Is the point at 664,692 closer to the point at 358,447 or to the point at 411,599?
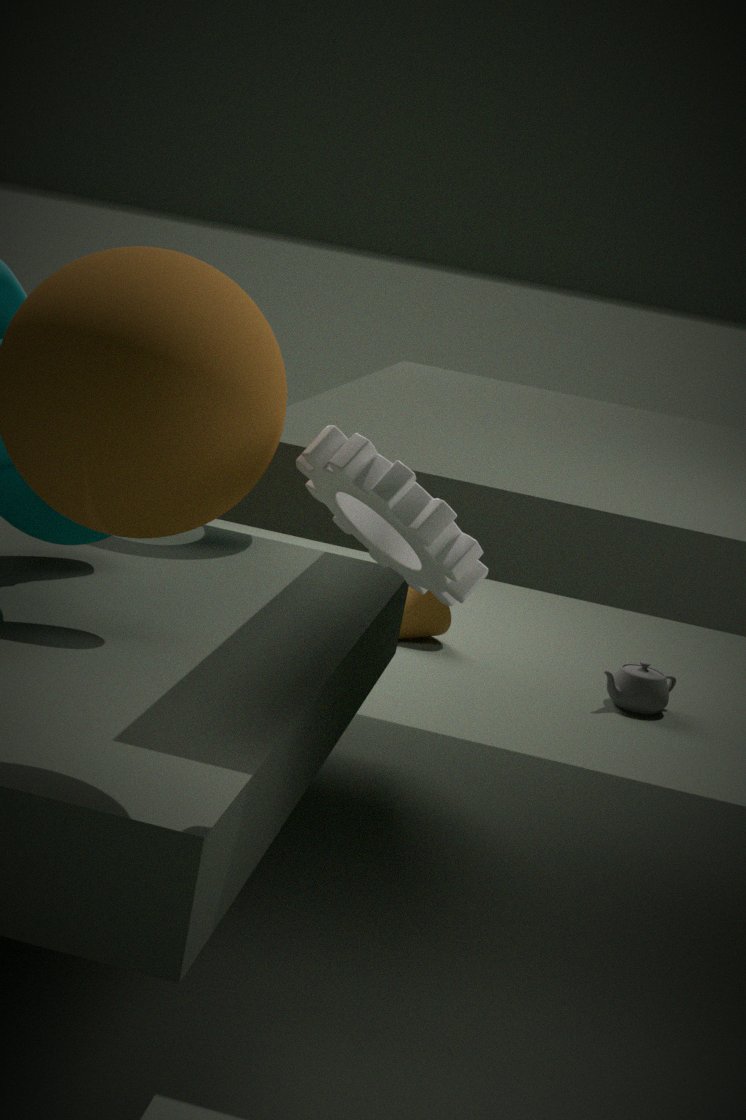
the point at 411,599
